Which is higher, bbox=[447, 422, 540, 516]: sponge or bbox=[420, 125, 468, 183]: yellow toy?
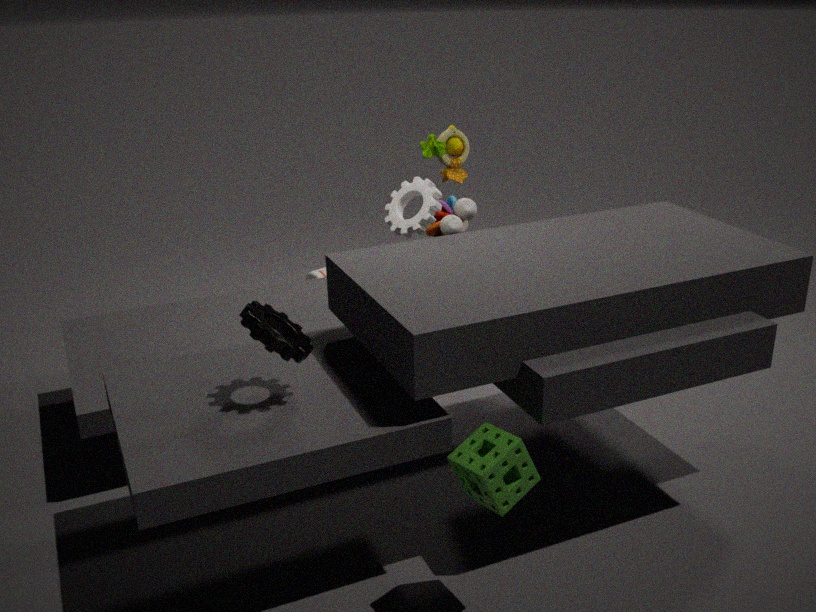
bbox=[420, 125, 468, 183]: yellow toy
